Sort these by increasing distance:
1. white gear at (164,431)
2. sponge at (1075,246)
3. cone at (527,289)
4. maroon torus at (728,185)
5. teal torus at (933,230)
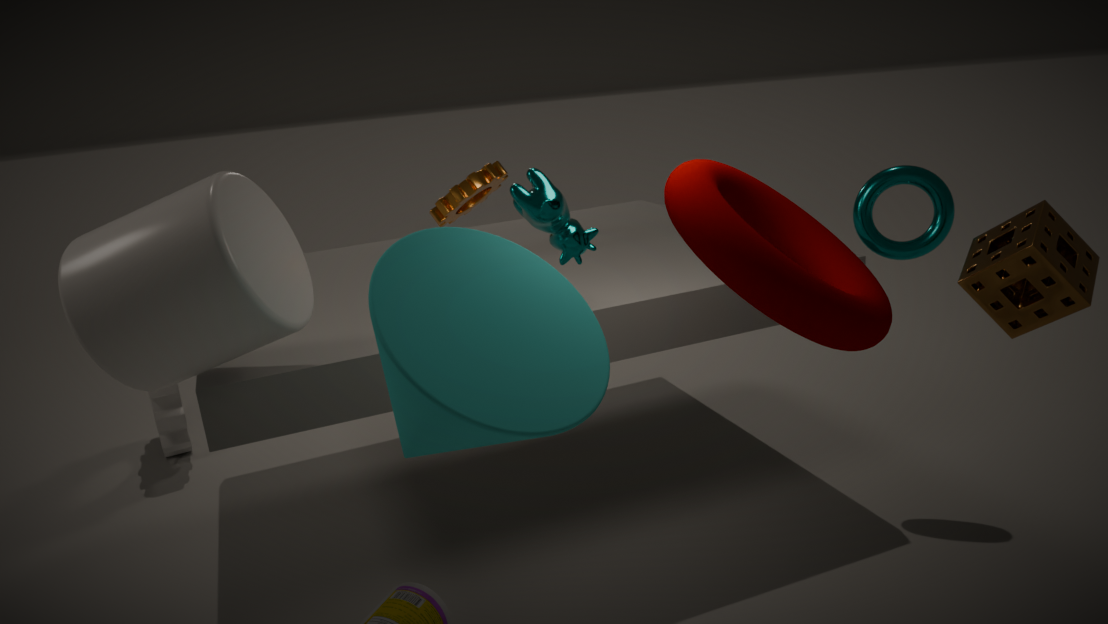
cone at (527,289) → maroon torus at (728,185) → sponge at (1075,246) → teal torus at (933,230) → white gear at (164,431)
